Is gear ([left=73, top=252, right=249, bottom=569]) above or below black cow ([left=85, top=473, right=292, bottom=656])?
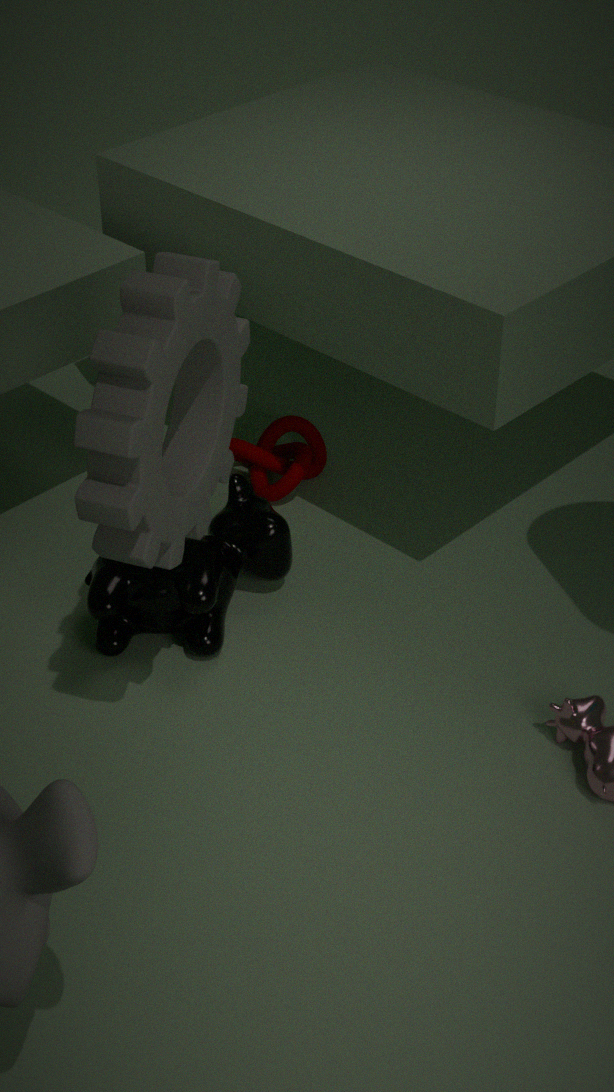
above
